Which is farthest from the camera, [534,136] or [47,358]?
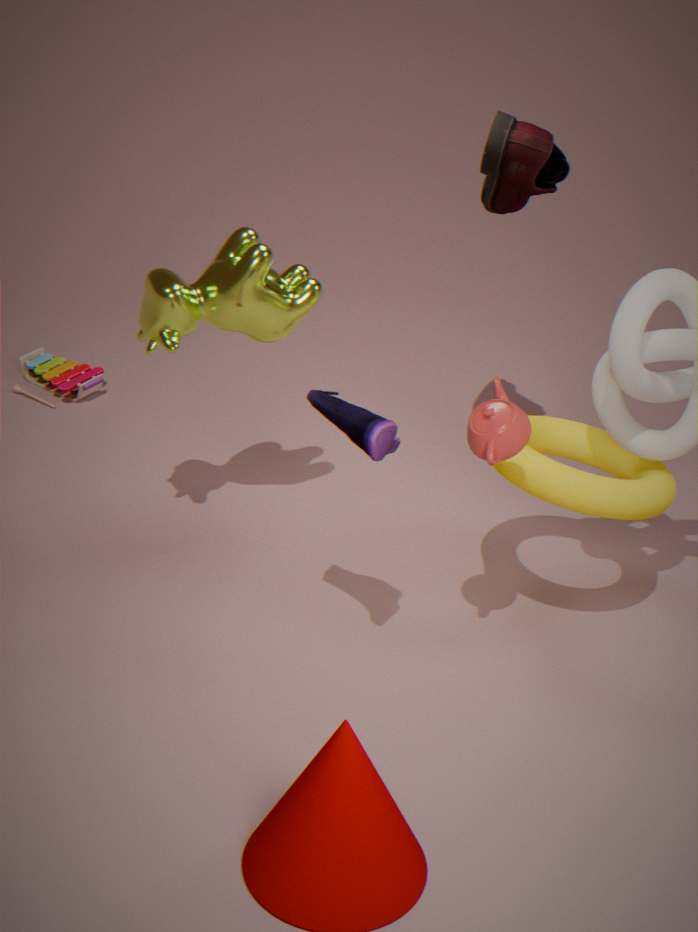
[47,358]
